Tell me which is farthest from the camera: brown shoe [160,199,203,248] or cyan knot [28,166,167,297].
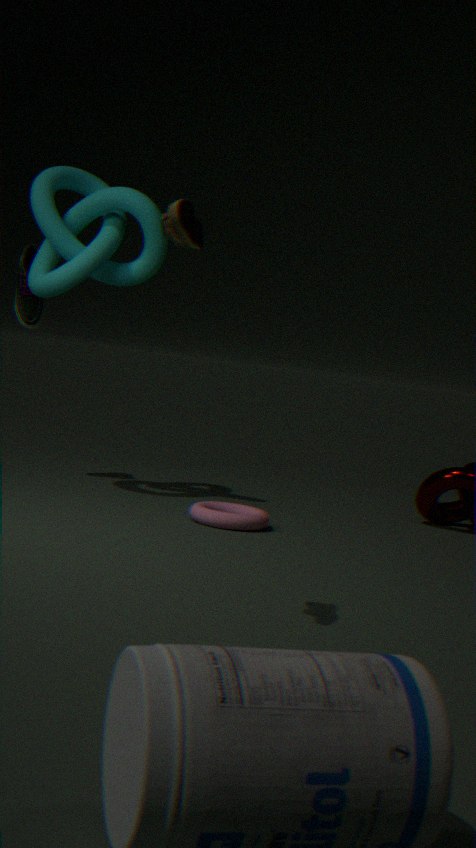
cyan knot [28,166,167,297]
